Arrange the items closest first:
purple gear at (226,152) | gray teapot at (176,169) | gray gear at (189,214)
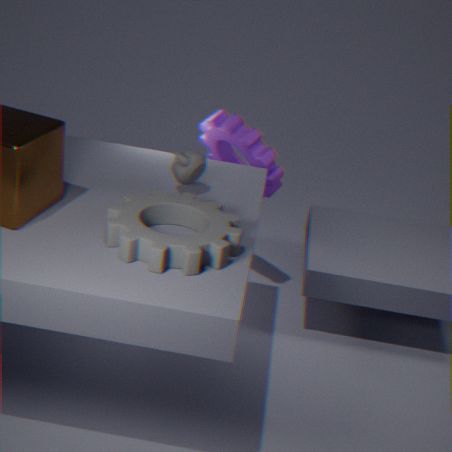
gray gear at (189,214) < gray teapot at (176,169) < purple gear at (226,152)
